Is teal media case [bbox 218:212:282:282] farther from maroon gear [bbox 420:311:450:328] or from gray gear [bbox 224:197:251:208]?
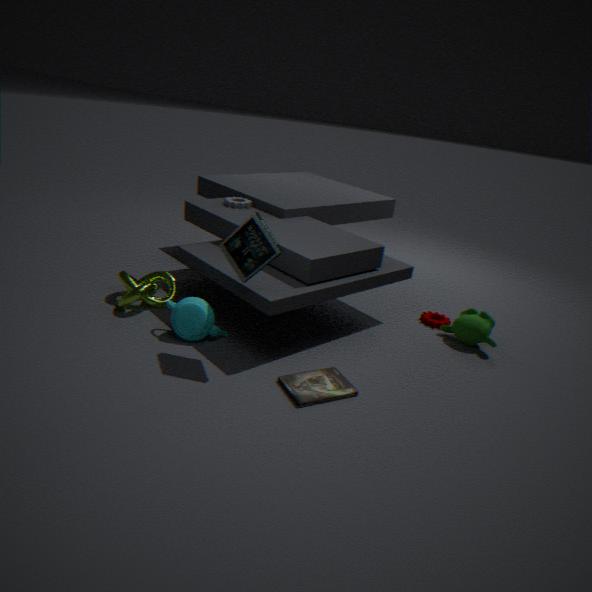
maroon gear [bbox 420:311:450:328]
